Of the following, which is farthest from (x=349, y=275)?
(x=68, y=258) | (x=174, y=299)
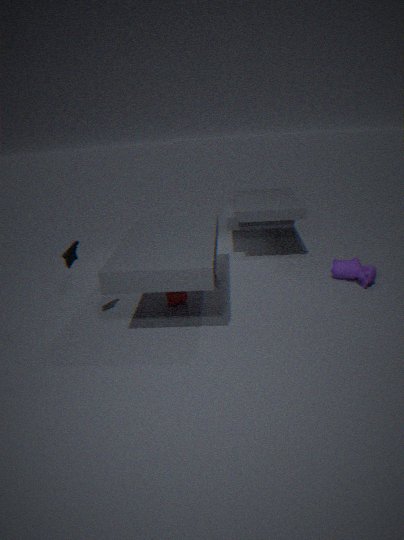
(x=68, y=258)
